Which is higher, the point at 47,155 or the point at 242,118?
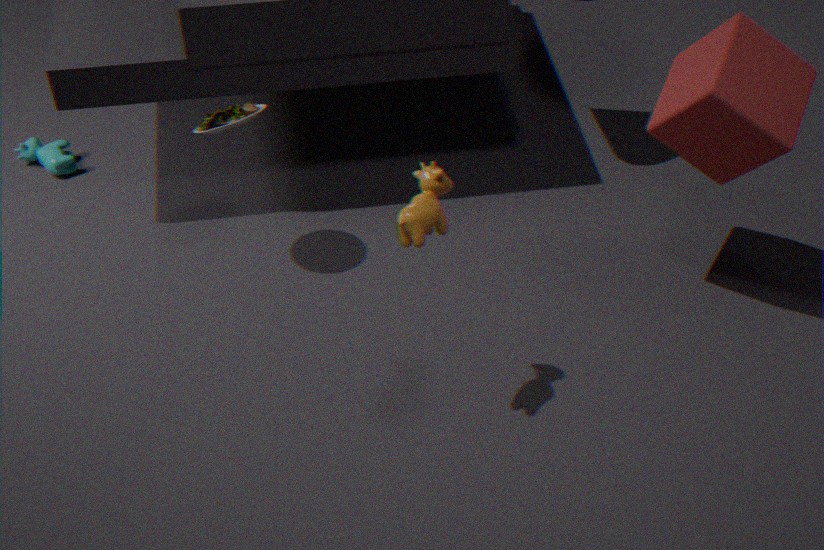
the point at 242,118
